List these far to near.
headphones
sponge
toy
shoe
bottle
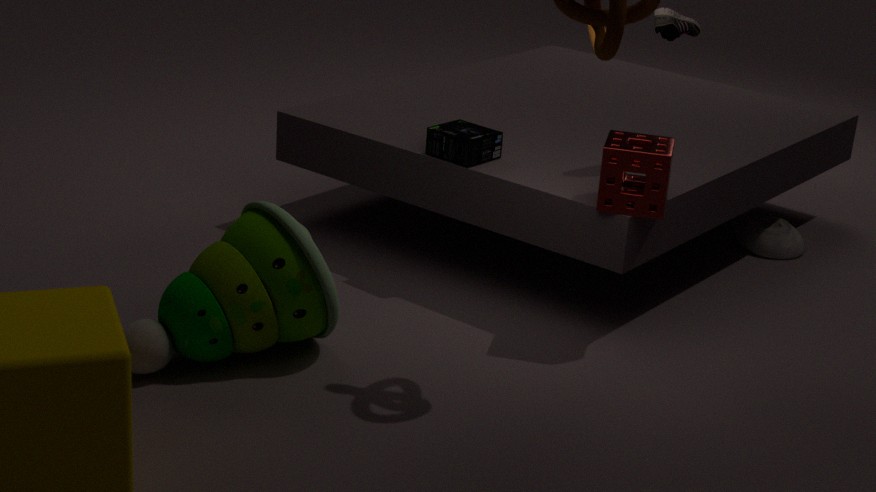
bottle, headphones, shoe, sponge, toy
